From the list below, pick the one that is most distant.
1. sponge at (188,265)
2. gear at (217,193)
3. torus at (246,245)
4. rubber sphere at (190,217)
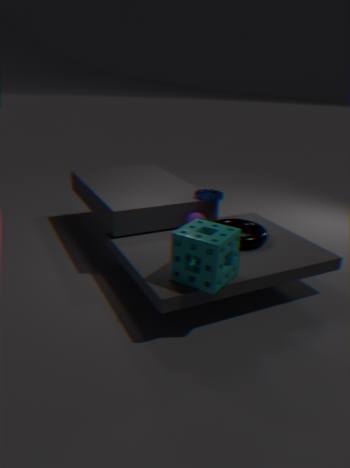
gear at (217,193)
